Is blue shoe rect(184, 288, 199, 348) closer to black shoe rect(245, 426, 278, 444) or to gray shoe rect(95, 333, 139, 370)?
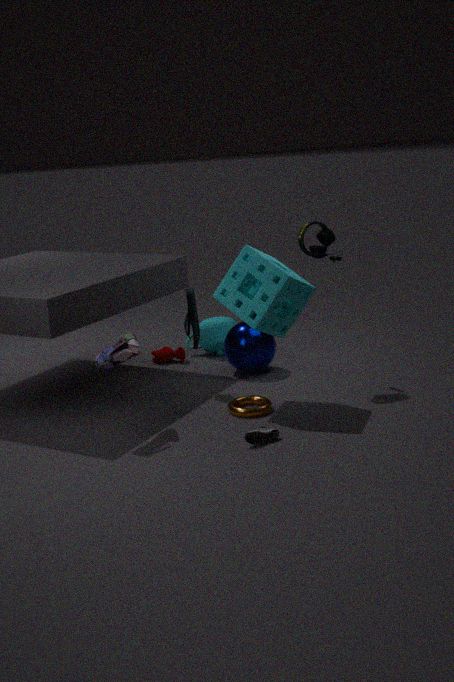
gray shoe rect(95, 333, 139, 370)
